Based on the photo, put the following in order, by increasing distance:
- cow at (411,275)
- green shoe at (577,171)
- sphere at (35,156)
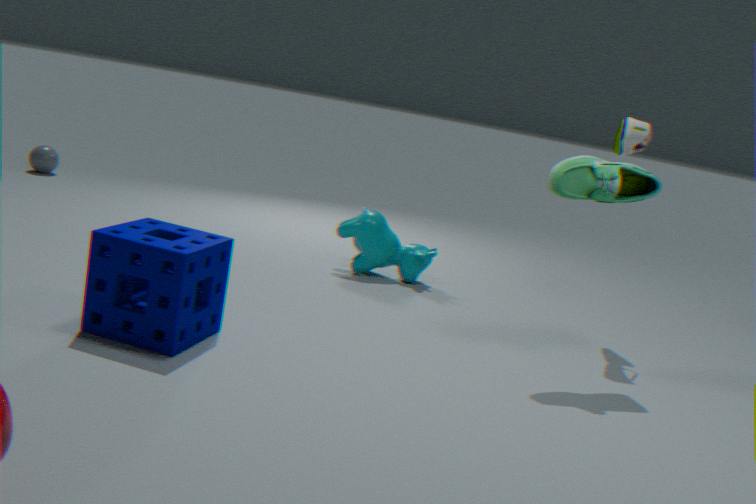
green shoe at (577,171) < cow at (411,275) < sphere at (35,156)
